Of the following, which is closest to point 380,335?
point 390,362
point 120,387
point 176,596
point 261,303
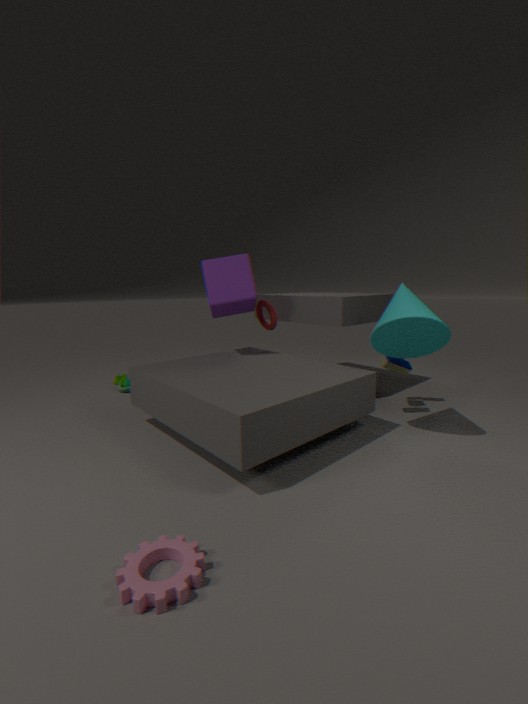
point 390,362
